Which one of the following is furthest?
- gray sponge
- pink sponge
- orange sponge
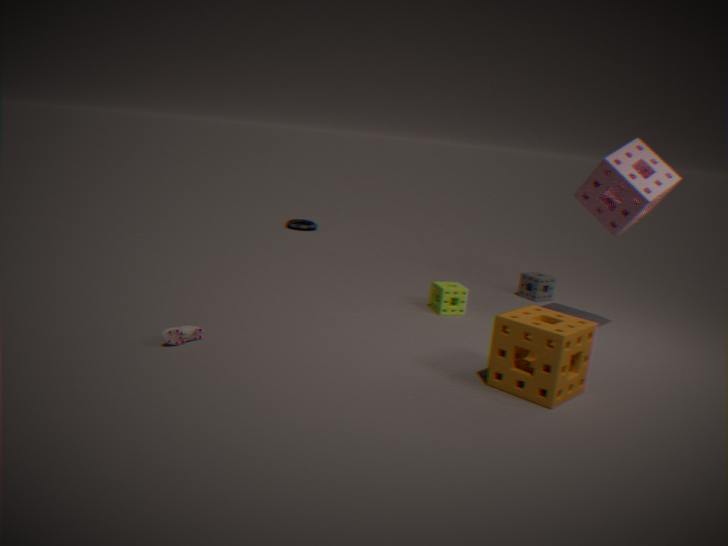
gray sponge
